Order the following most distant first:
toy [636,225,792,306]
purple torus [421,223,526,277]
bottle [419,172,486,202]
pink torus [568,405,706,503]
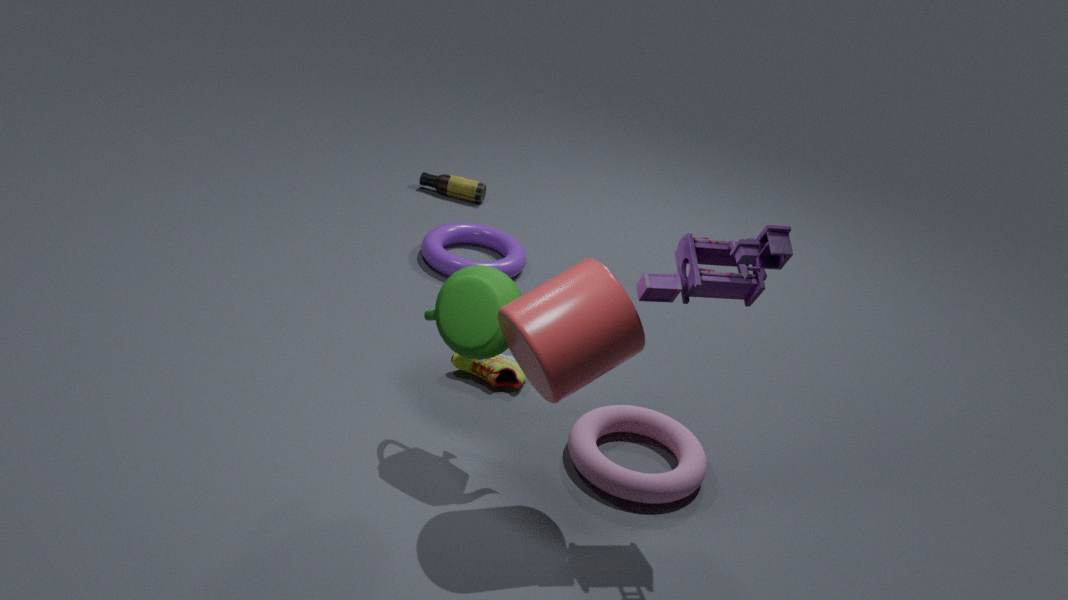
bottle [419,172,486,202] → purple torus [421,223,526,277] → pink torus [568,405,706,503] → toy [636,225,792,306]
